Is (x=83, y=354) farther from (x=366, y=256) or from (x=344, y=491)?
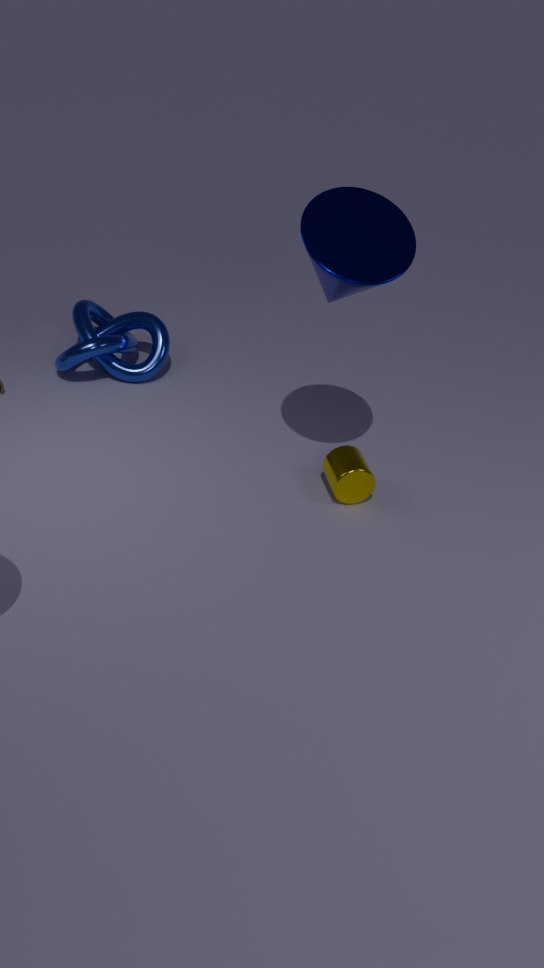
(x=366, y=256)
